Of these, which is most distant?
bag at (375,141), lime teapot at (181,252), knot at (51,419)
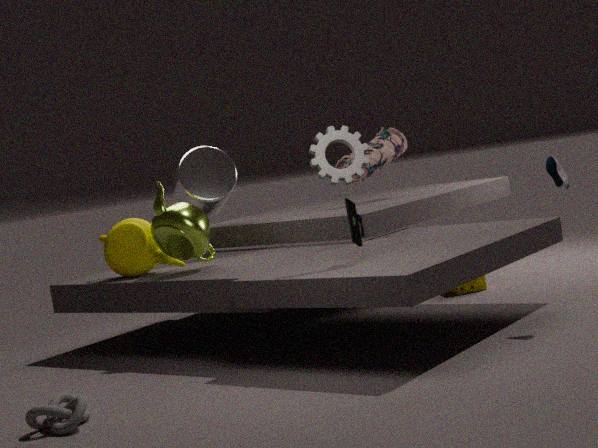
bag at (375,141)
